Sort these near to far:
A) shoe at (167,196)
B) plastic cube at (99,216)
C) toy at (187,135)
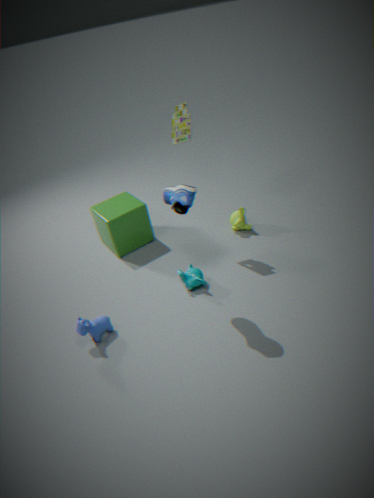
1. shoe at (167,196)
2. toy at (187,135)
3. plastic cube at (99,216)
